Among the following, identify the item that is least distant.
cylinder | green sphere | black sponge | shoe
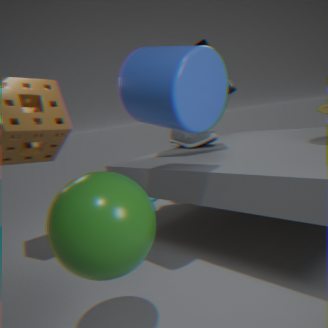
green sphere
